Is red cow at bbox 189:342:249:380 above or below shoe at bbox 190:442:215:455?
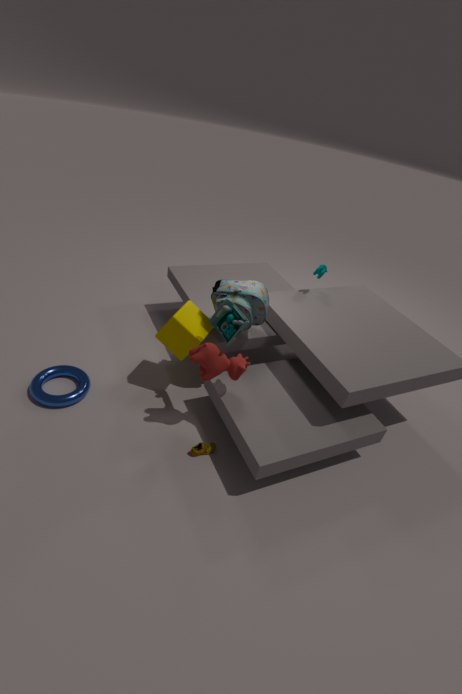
above
